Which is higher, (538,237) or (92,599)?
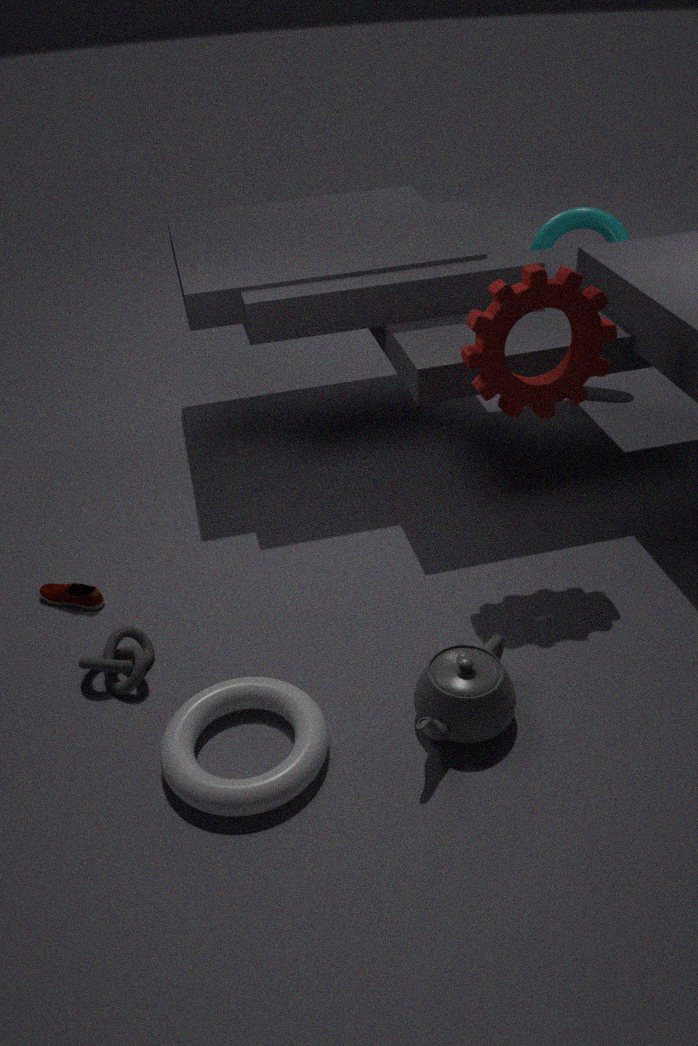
(538,237)
